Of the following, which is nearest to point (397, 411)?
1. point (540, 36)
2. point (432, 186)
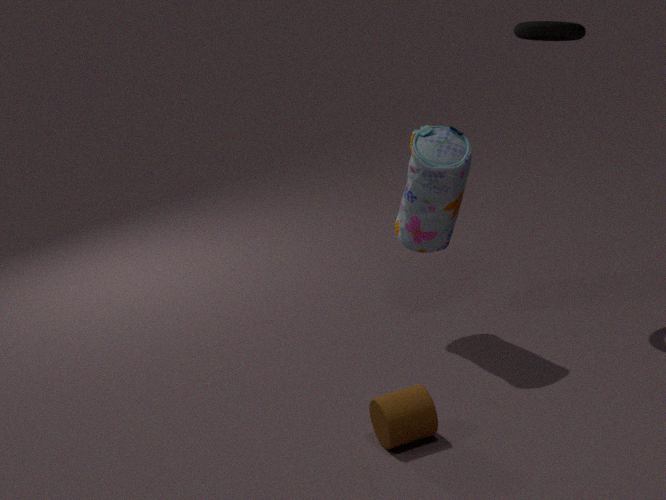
point (432, 186)
